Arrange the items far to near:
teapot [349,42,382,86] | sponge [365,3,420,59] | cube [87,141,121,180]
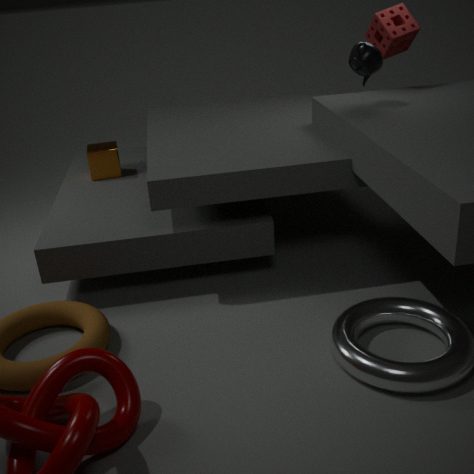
cube [87,141,121,180] < sponge [365,3,420,59] < teapot [349,42,382,86]
